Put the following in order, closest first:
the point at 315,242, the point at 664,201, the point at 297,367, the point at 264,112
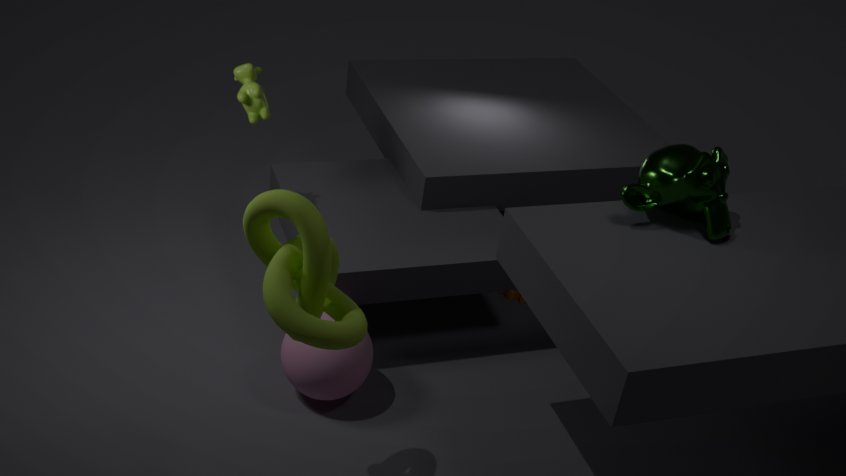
the point at 315,242, the point at 664,201, the point at 297,367, the point at 264,112
